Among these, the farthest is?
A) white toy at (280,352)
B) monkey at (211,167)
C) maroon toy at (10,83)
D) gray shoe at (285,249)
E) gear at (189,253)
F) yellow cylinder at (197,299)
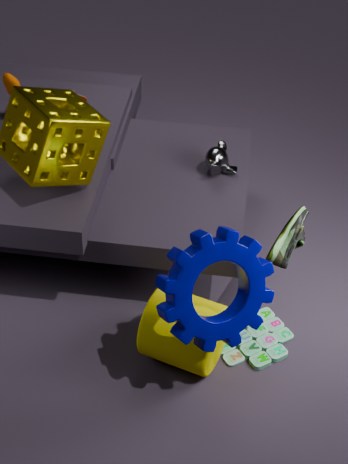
monkey at (211,167)
